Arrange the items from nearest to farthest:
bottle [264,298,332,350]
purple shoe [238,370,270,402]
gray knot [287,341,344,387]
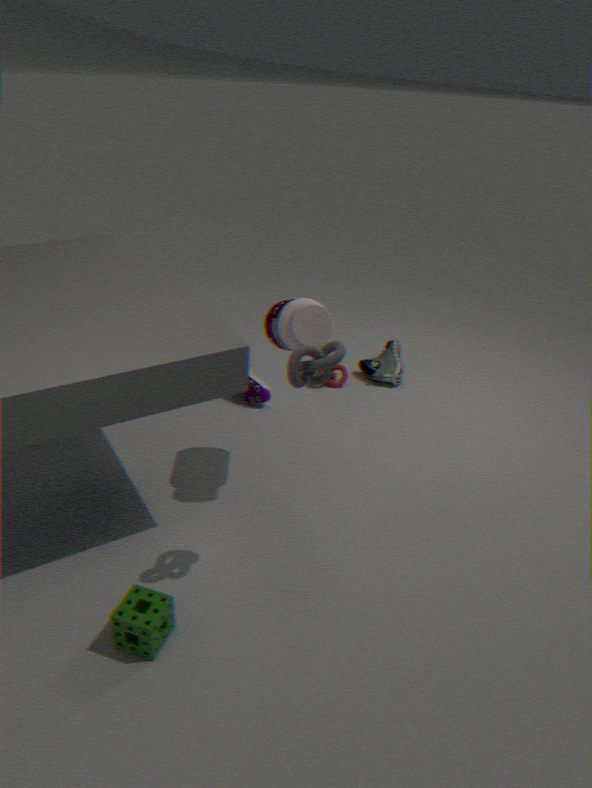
gray knot [287,341,344,387] < bottle [264,298,332,350] < purple shoe [238,370,270,402]
